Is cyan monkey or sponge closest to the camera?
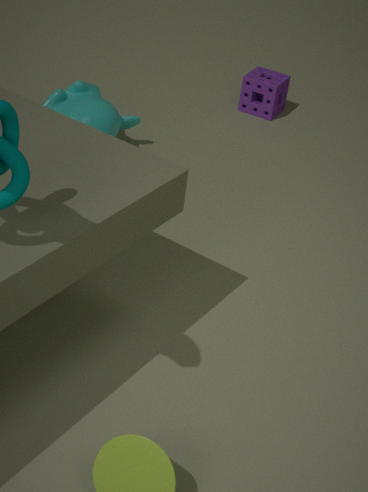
A: cyan monkey
